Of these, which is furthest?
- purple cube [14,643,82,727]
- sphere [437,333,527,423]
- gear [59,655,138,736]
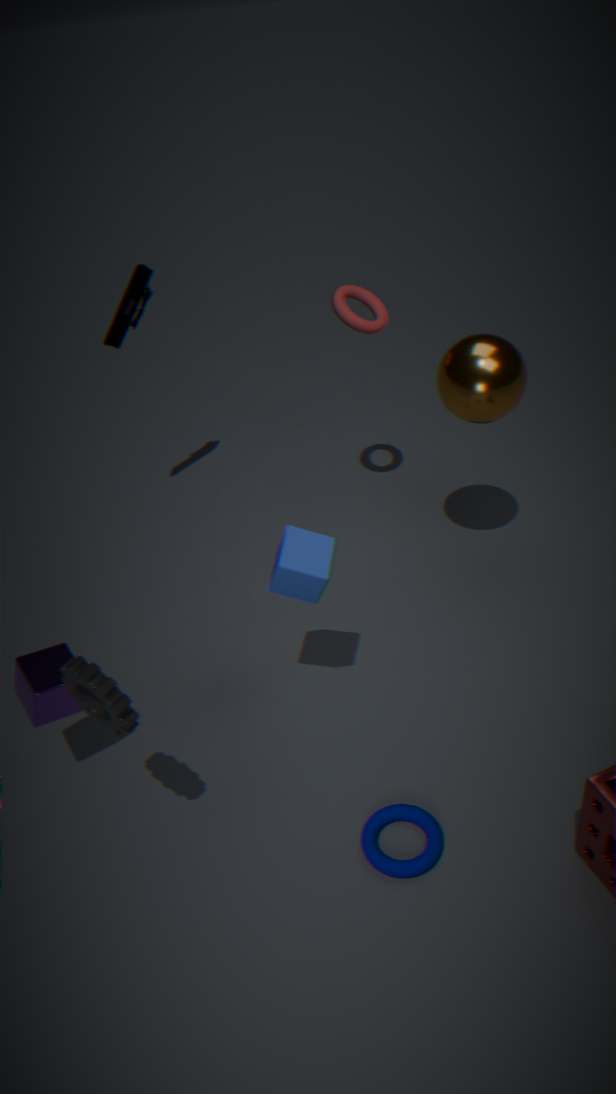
sphere [437,333,527,423]
